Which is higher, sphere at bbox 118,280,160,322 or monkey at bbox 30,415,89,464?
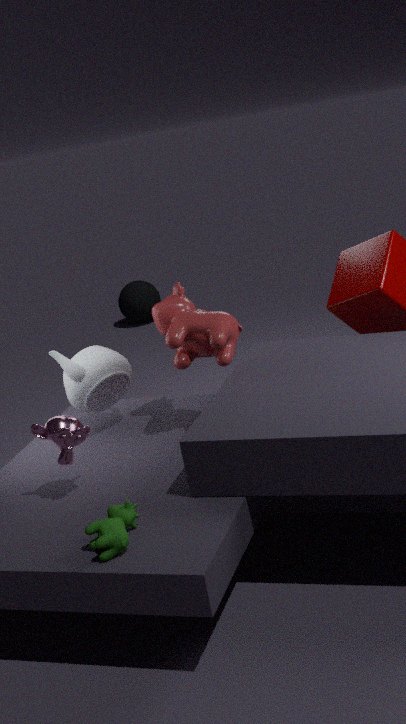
monkey at bbox 30,415,89,464
